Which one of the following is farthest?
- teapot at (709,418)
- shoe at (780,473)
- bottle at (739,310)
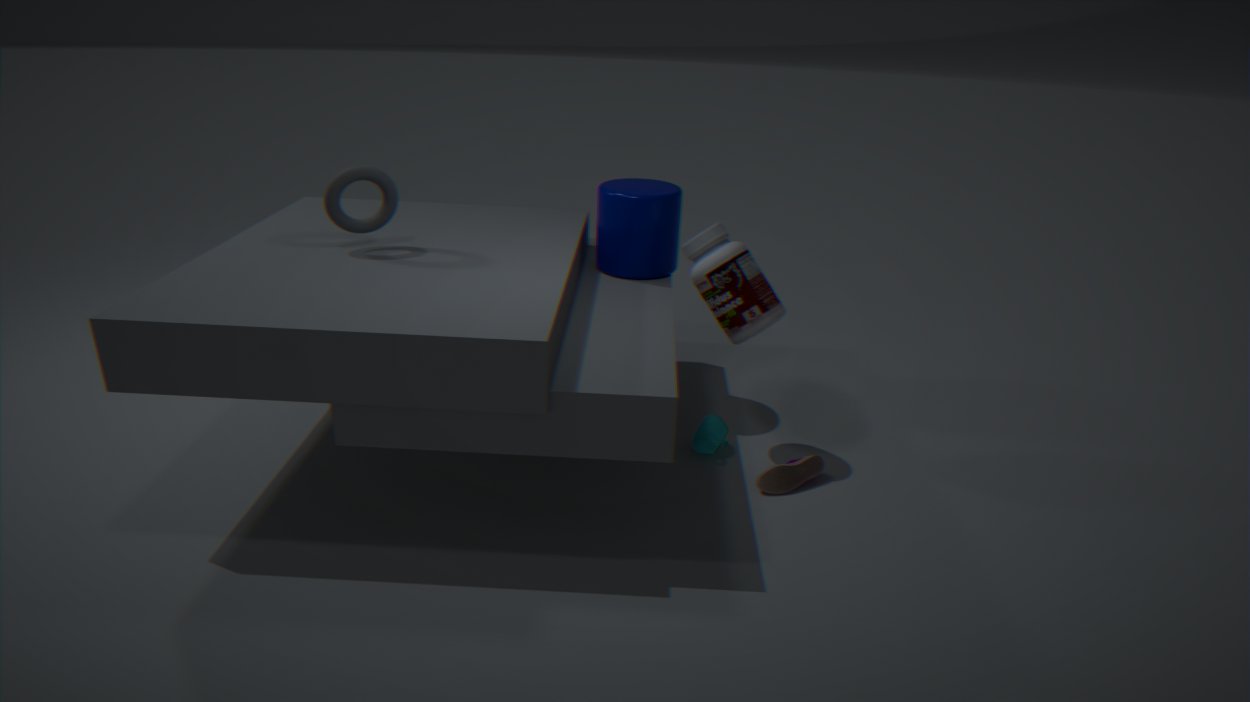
teapot at (709,418)
